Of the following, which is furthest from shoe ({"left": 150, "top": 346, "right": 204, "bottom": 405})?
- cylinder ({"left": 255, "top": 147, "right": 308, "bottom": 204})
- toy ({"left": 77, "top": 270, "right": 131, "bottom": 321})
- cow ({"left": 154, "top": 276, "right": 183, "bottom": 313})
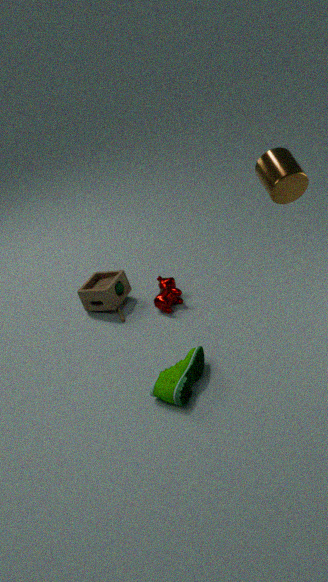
cylinder ({"left": 255, "top": 147, "right": 308, "bottom": 204})
